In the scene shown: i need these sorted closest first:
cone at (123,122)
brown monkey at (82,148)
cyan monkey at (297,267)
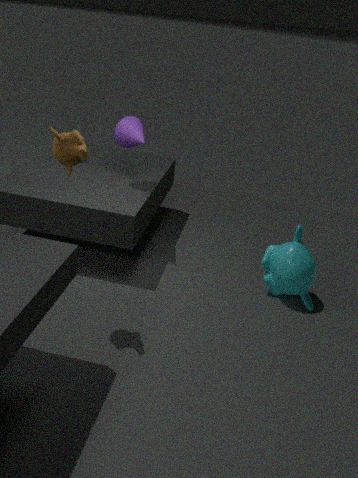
brown monkey at (82,148) → cyan monkey at (297,267) → cone at (123,122)
